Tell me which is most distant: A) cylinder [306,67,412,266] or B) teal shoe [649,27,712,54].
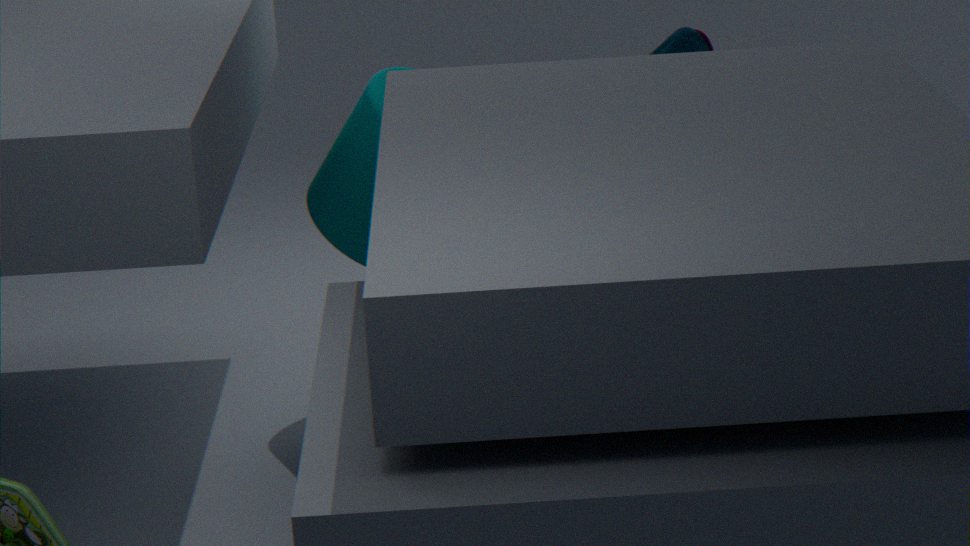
A. cylinder [306,67,412,266]
